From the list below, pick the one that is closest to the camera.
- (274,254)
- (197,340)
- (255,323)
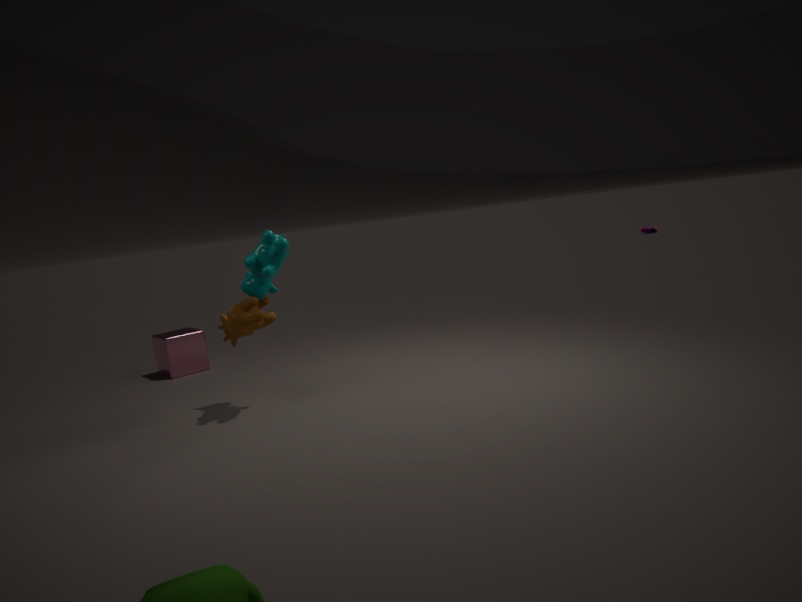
(274,254)
